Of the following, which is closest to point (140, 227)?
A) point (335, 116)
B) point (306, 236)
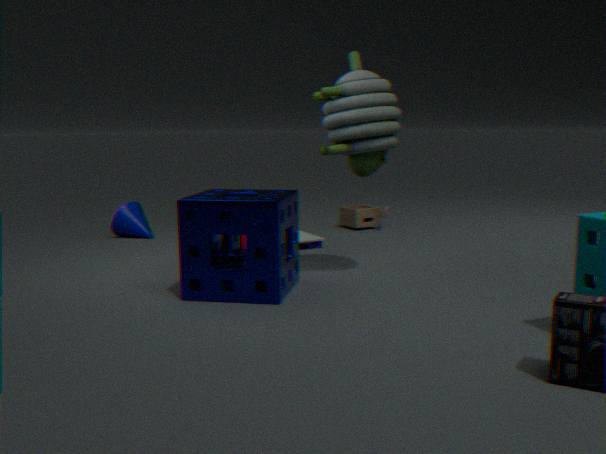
point (306, 236)
